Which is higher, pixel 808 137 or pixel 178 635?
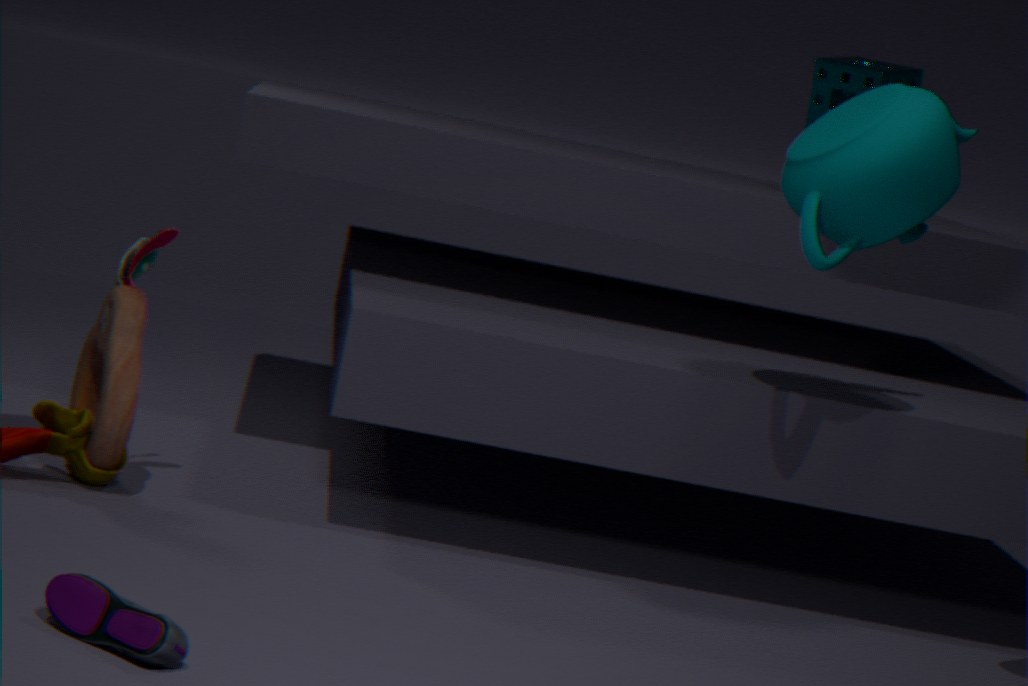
pixel 808 137
